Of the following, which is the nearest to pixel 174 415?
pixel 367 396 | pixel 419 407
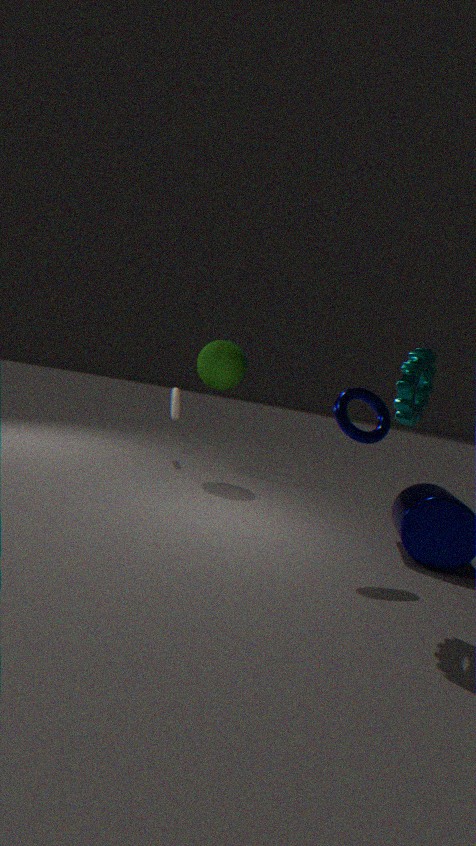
pixel 367 396
